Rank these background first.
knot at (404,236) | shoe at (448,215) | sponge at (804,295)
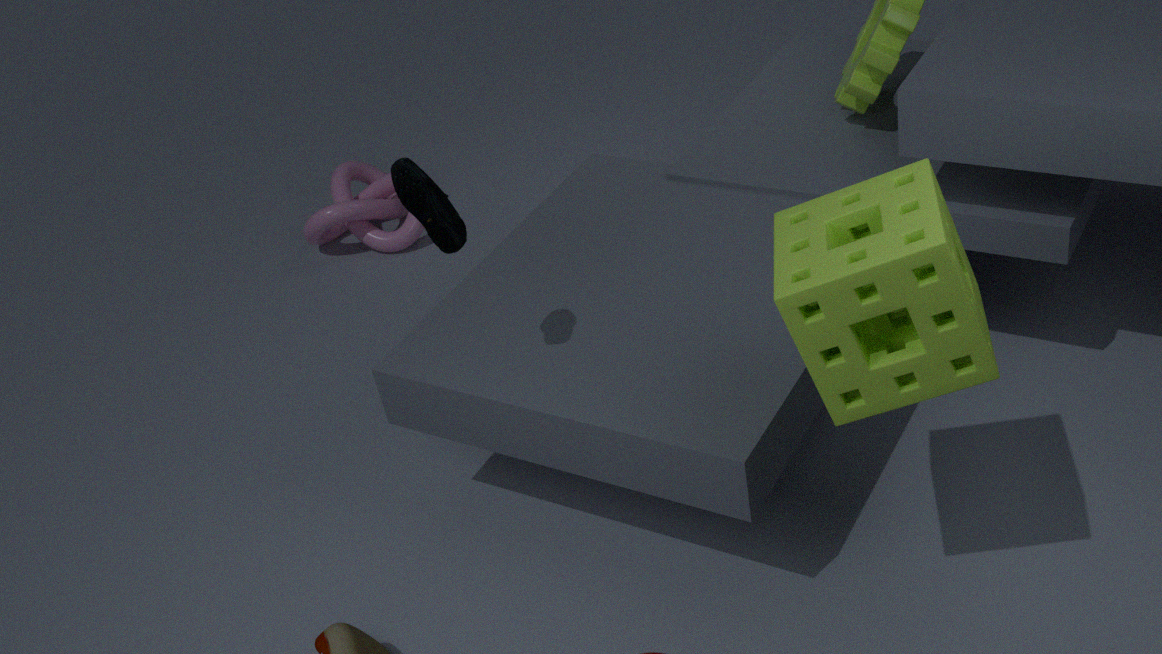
knot at (404,236) < shoe at (448,215) < sponge at (804,295)
